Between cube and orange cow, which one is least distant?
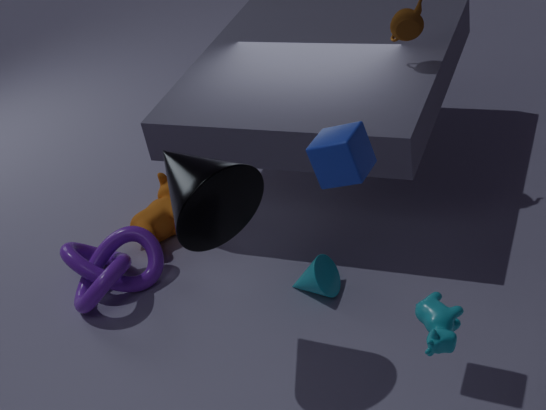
cube
